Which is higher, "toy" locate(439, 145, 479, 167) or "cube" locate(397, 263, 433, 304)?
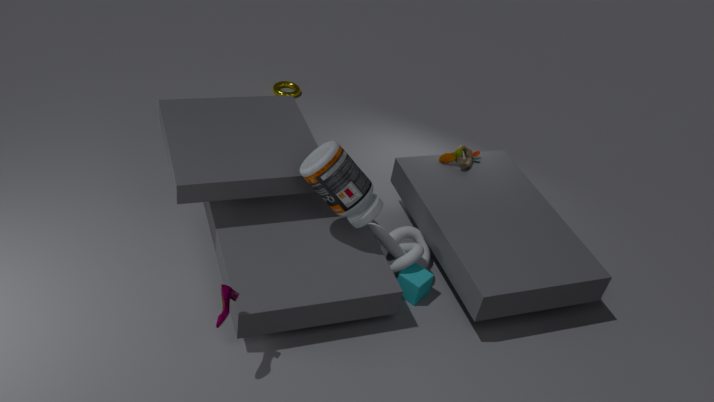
"toy" locate(439, 145, 479, 167)
